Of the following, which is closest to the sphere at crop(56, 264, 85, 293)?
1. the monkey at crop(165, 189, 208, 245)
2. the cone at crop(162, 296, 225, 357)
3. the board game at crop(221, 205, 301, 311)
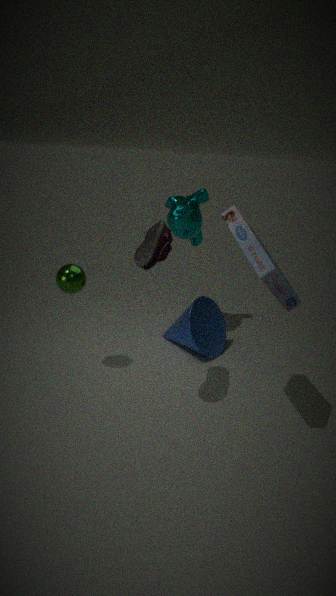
the cone at crop(162, 296, 225, 357)
